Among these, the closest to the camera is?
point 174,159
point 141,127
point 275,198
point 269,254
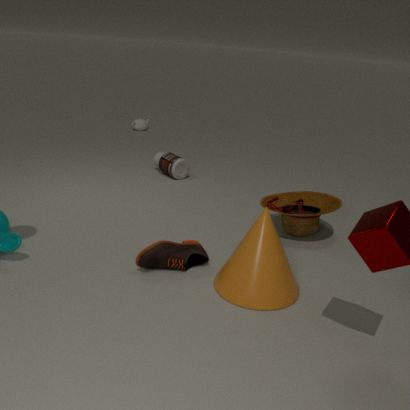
point 269,254
